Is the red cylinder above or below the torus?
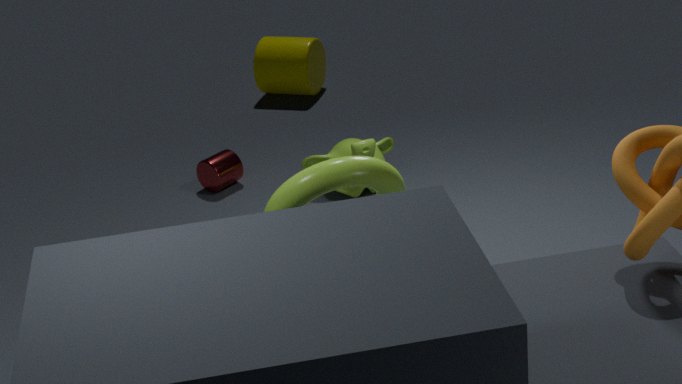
below
